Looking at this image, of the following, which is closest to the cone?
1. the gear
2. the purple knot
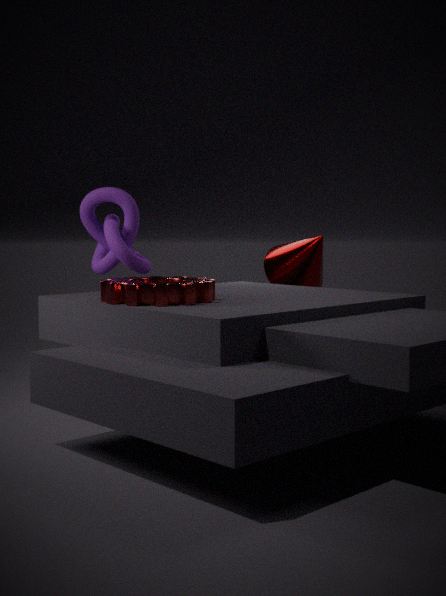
the purple knot
